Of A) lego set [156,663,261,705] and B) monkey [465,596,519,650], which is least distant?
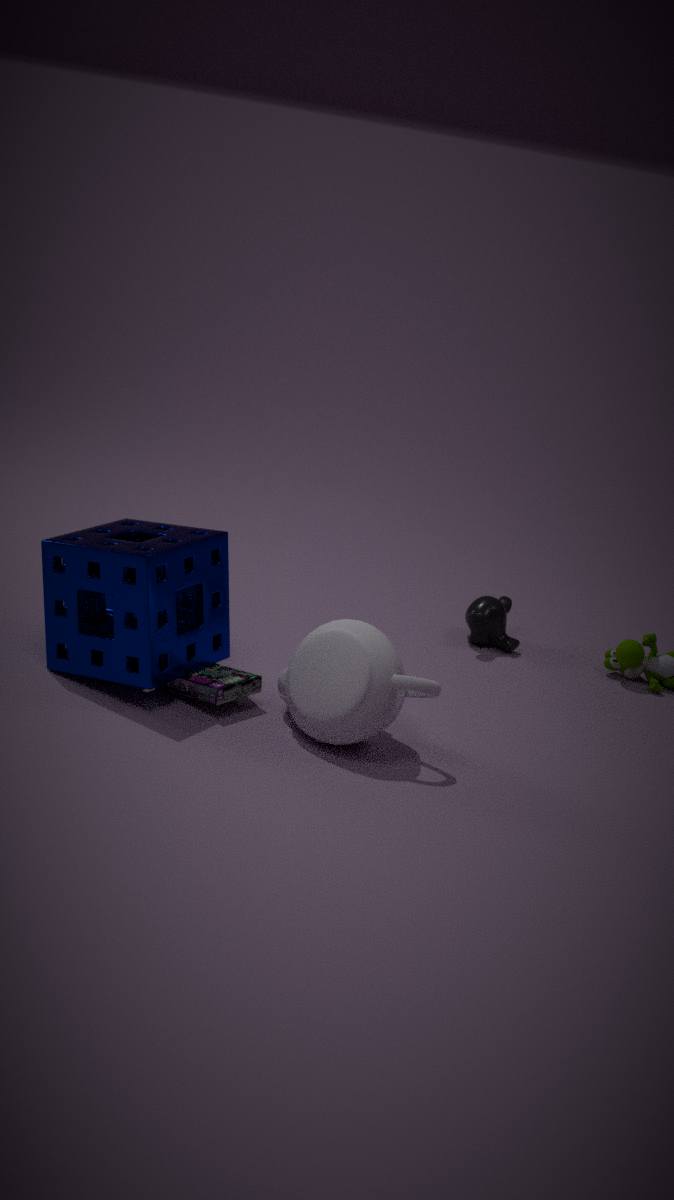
A. lego set [156,663,261,705]
